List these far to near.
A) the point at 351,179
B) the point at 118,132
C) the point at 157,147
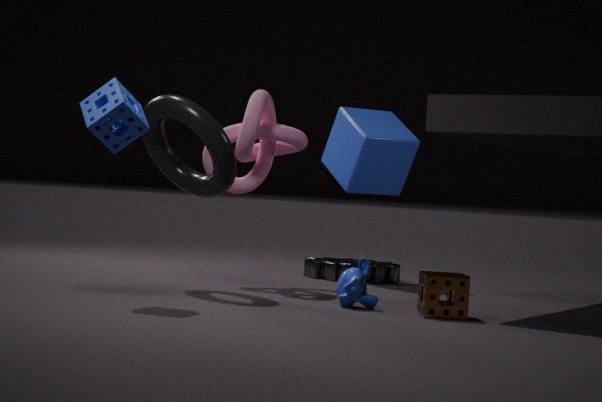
the point at 351,179, the point at 157,147, the point at 118,132
